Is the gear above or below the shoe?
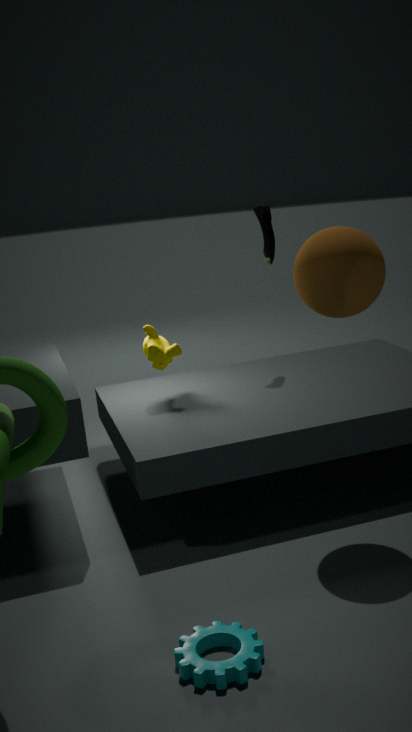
below
